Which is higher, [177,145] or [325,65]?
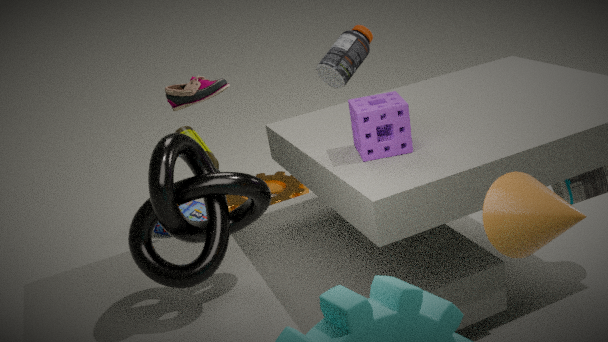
[325,65]
